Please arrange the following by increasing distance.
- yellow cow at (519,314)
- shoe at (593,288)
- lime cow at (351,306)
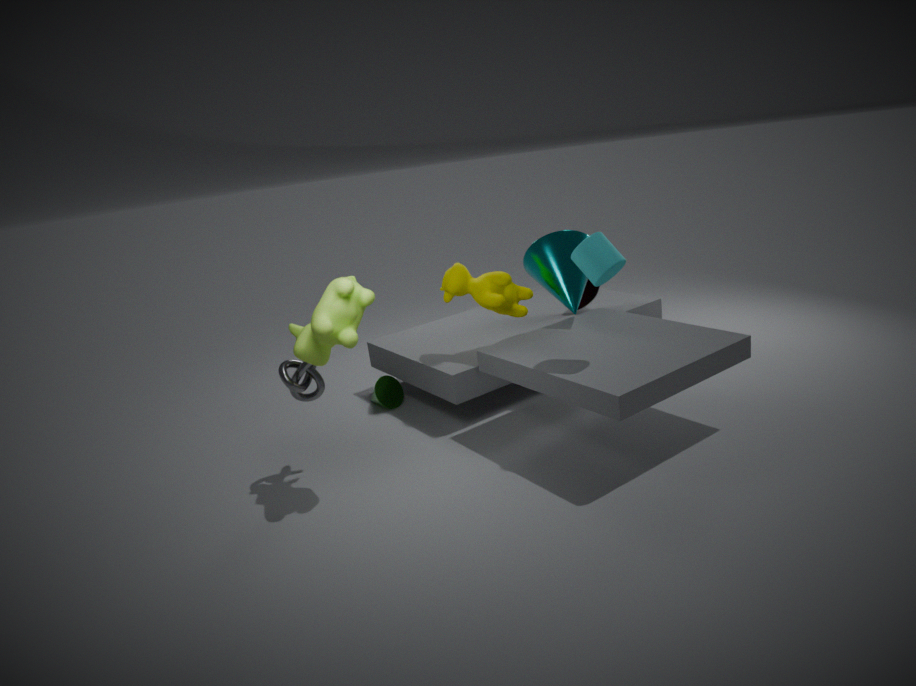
lime cow at (351,306) → yellow cow at (519,314) → shoe at (593,288)
